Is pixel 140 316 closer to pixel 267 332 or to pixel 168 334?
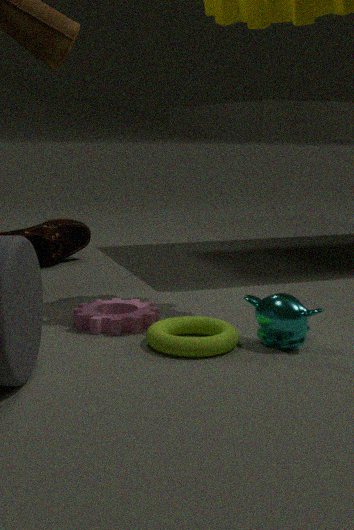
pixel 168 334
